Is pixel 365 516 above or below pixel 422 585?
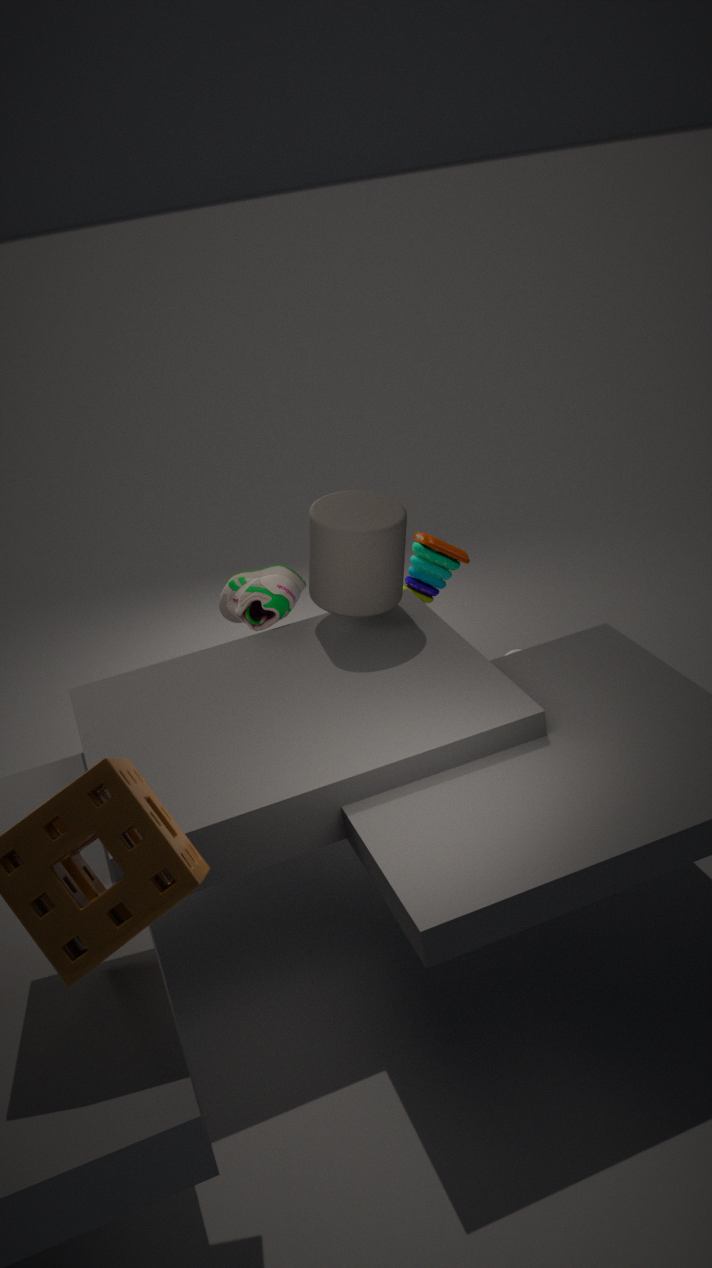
above
